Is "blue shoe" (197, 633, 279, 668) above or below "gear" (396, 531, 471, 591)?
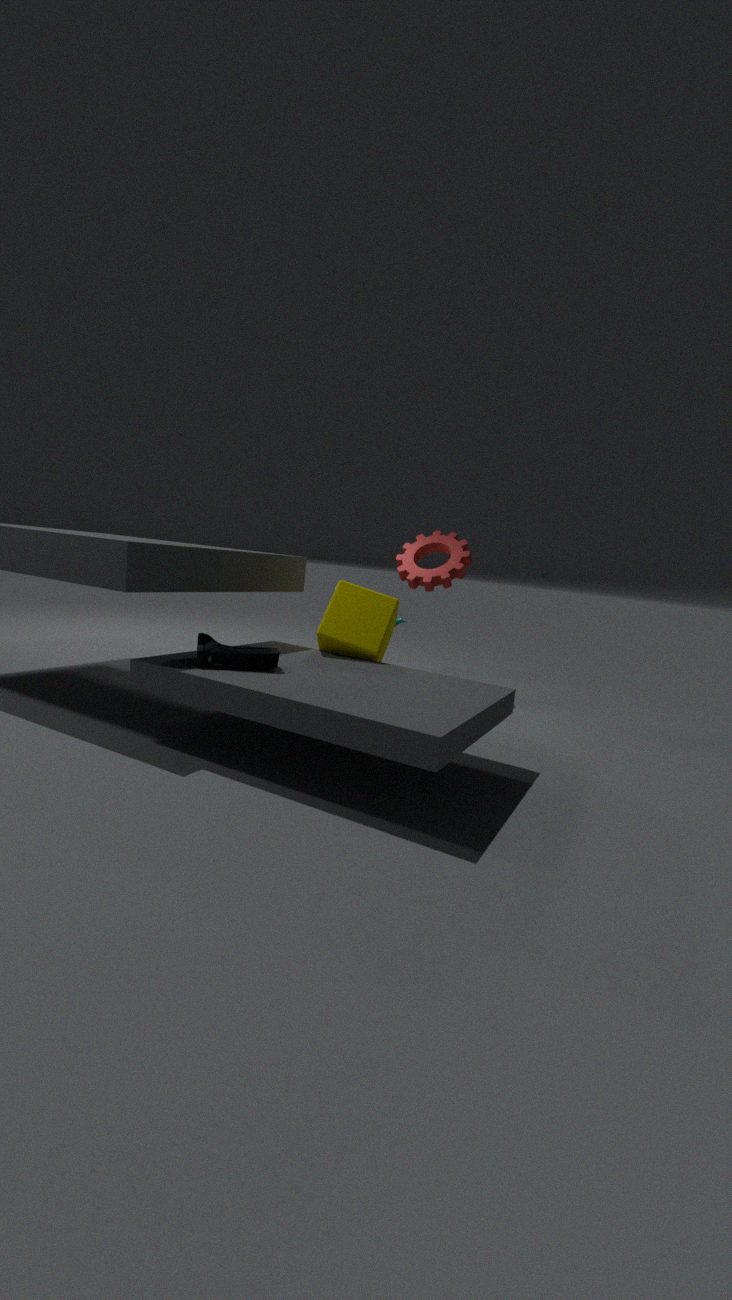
below
